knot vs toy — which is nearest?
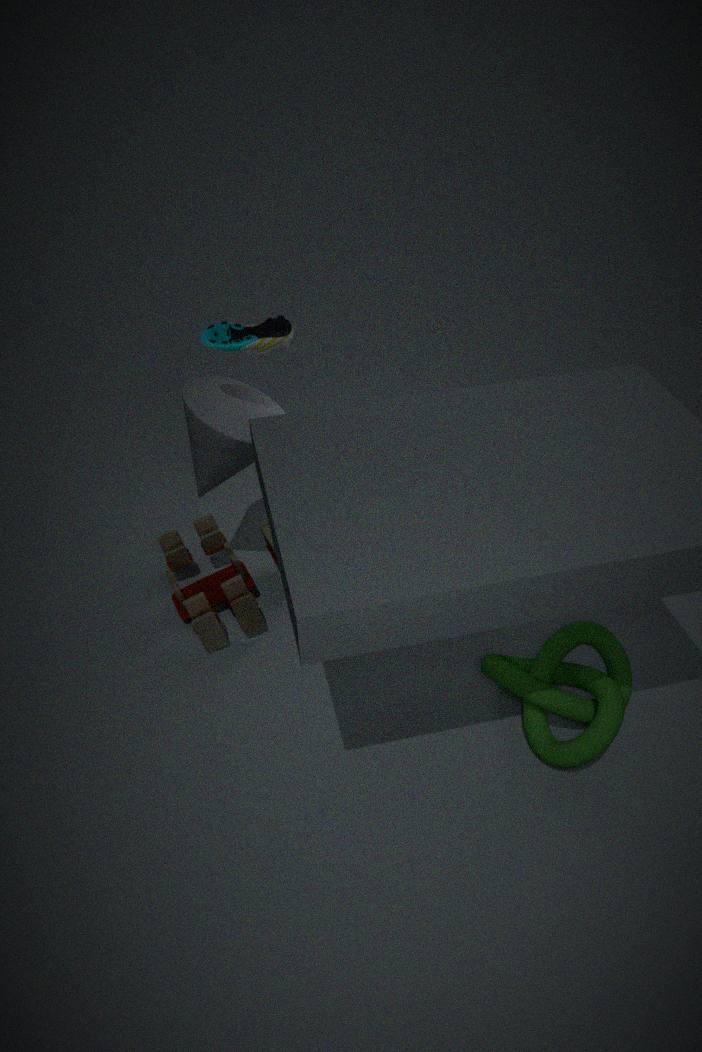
knot
